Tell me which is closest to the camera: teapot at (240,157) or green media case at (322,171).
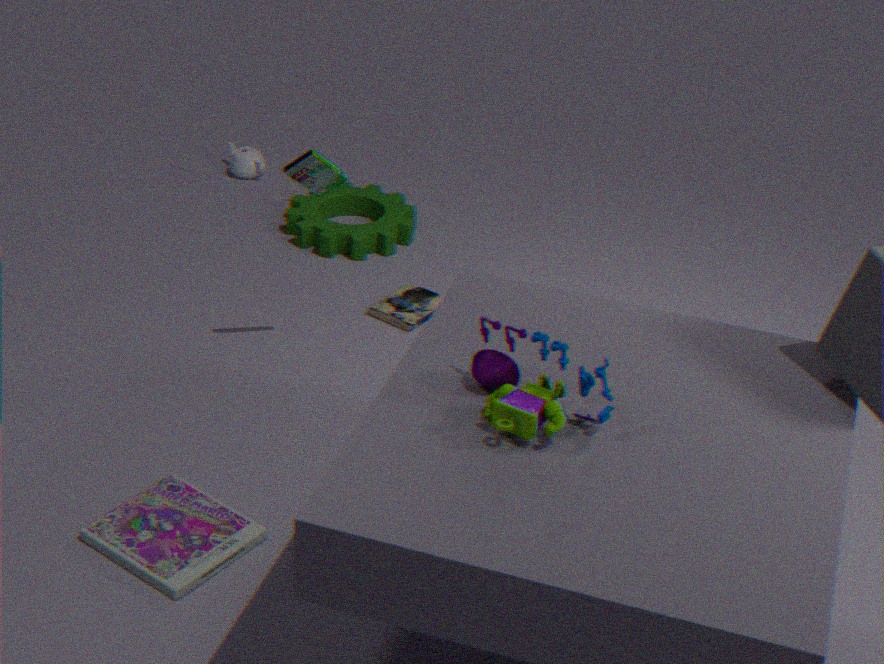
green media case at (322,171)
